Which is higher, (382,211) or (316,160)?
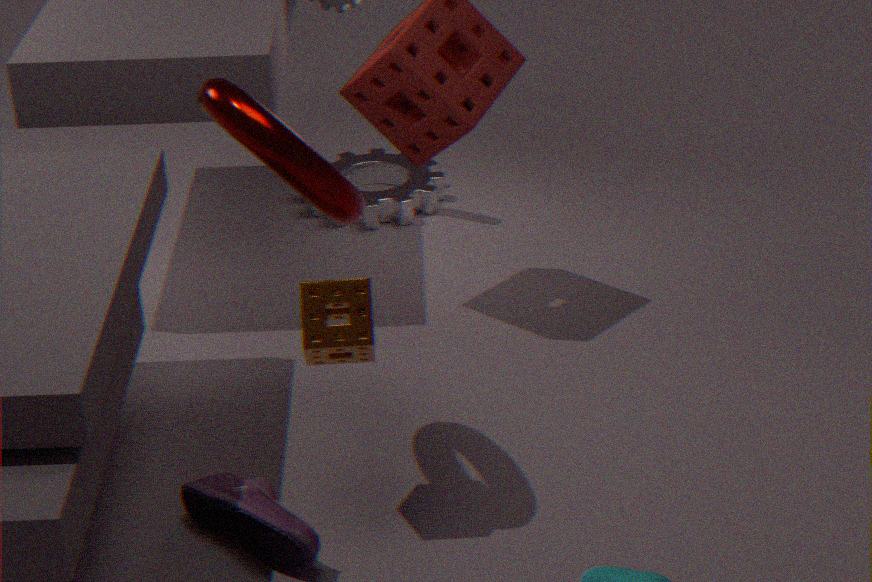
(316,160)
